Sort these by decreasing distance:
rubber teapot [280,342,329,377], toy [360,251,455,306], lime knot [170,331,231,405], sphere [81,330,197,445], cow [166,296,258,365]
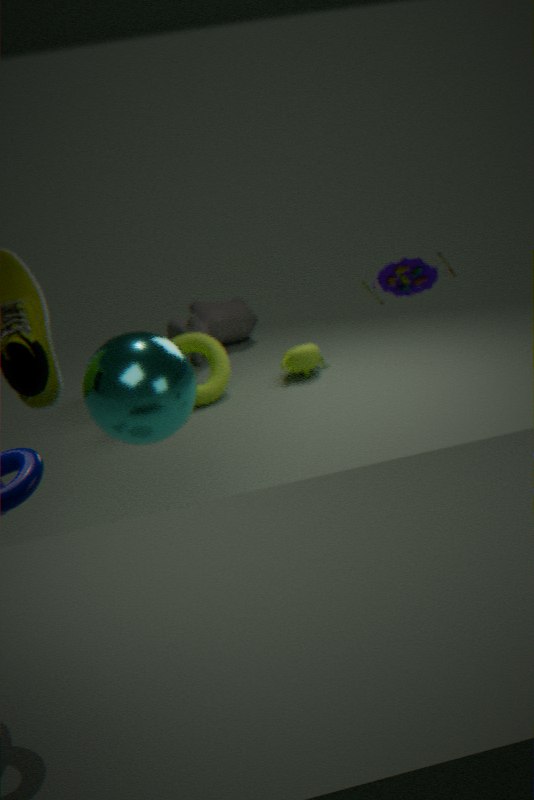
cow [166,296,258,365] < rubber teapot [280,342,329,377] < lime knot [170,331,231,405] < toy [360,251,455,306] < sphere [81,330,197,445]
